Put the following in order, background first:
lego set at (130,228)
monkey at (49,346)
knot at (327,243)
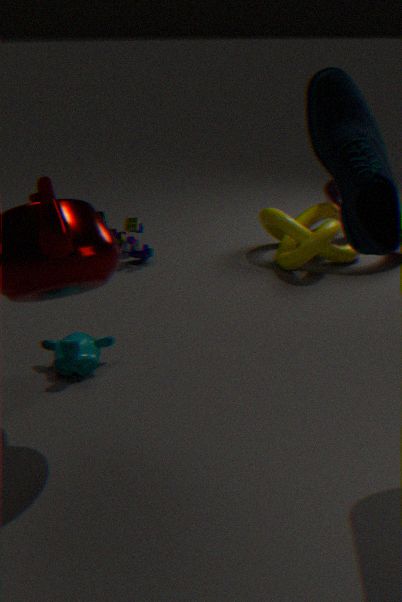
lego set at (130,228) → knot at (327,243) → monkey at (49,346)
